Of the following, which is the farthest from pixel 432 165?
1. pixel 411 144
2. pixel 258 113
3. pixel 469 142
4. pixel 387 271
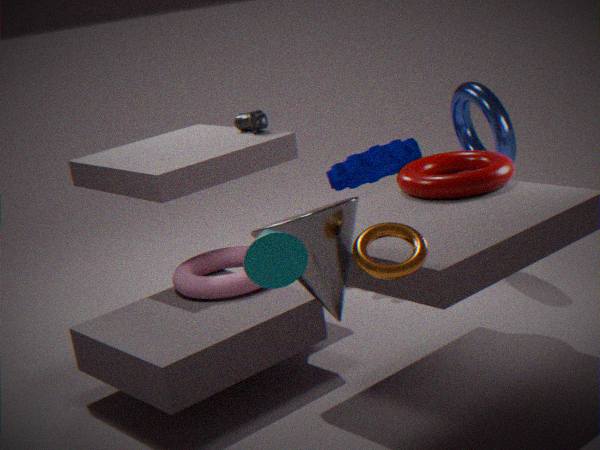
pixel 258 113
